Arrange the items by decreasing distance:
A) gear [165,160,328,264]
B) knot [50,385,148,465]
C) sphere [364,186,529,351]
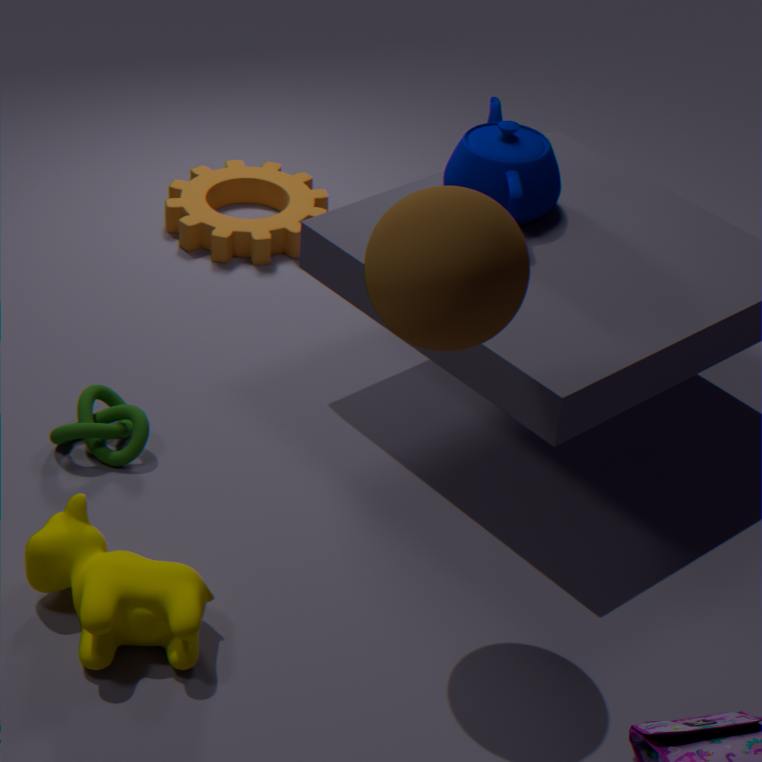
→ gear [165,160,328,264] → knot [50,385,148,465] → sphere [364,186,529,351]
